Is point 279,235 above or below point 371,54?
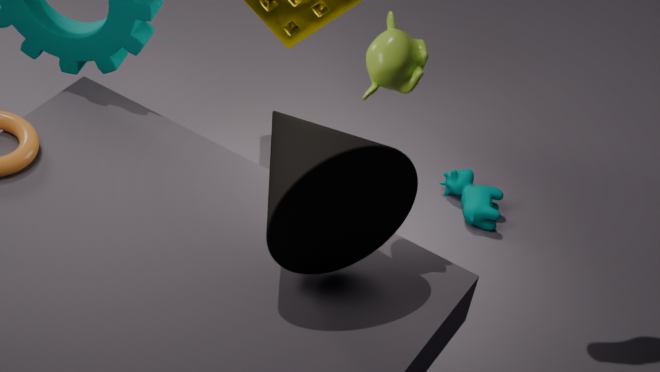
below
